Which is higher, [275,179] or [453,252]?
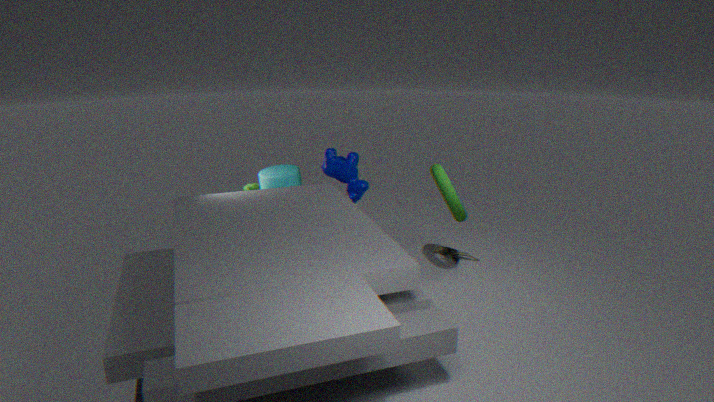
Answer: [275,179]
